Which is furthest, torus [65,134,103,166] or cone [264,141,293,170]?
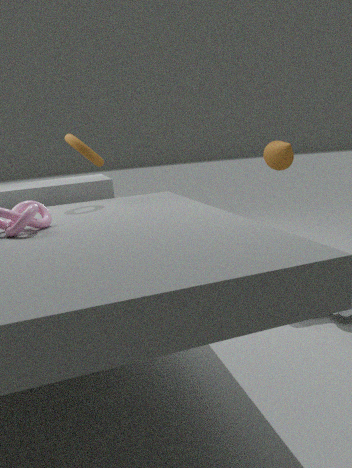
cone [264,141,293,170]
